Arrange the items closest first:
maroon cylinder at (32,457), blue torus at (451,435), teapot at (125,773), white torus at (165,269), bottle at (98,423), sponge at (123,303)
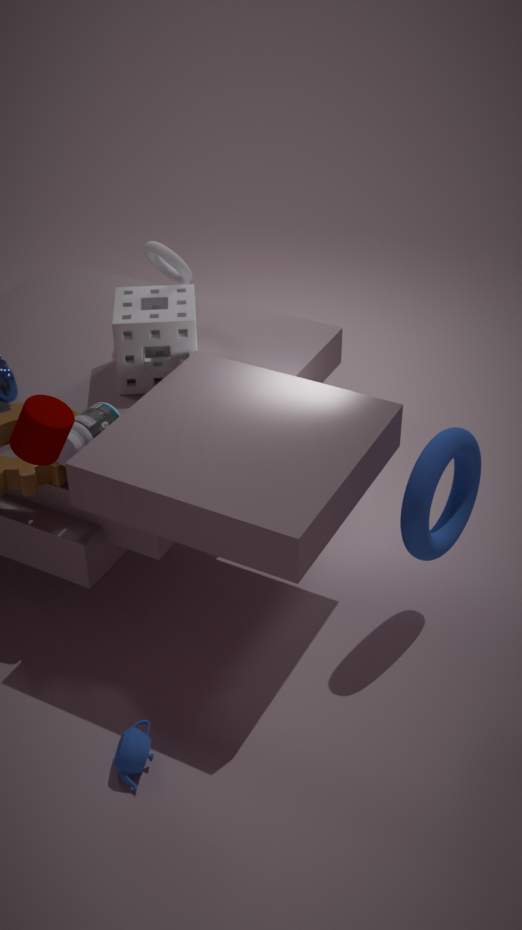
maroon cylinder at (32,457) → teapot at (125,773) → blue torus at (451,435) → bottle at (98,423) → sponge at (123,303) → white torus at (165,269)
